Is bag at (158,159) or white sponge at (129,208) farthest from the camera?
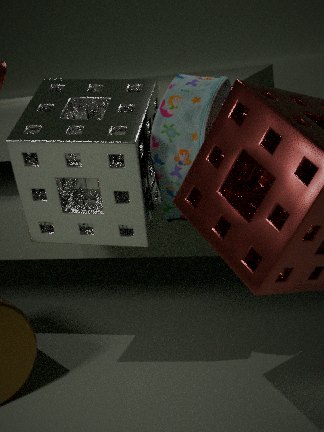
white sponge at (129,208)
